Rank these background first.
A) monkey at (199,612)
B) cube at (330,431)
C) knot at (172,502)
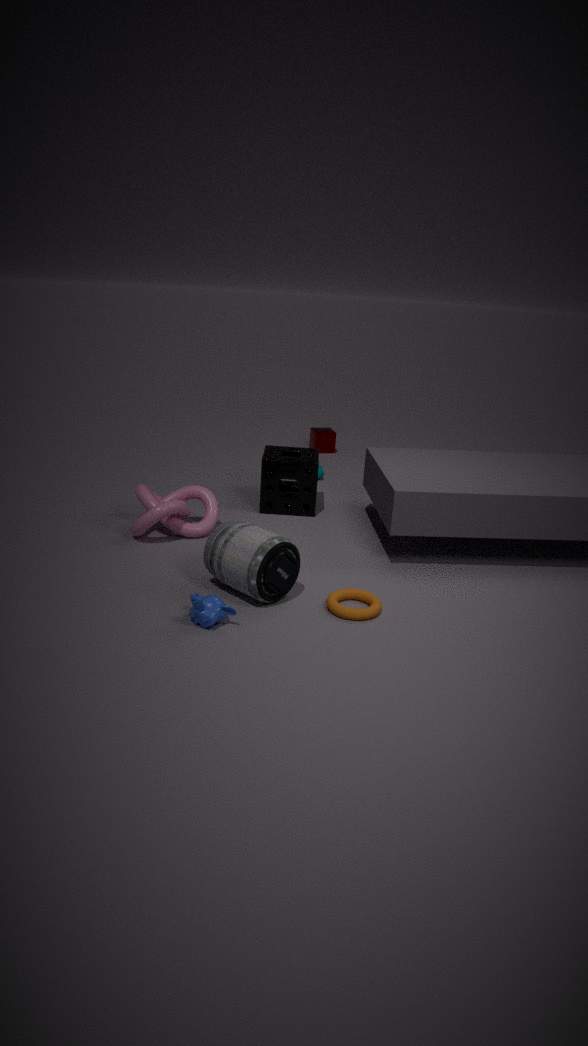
cube at (330,431) → knot at (172,502) → monkey at (199,612)
